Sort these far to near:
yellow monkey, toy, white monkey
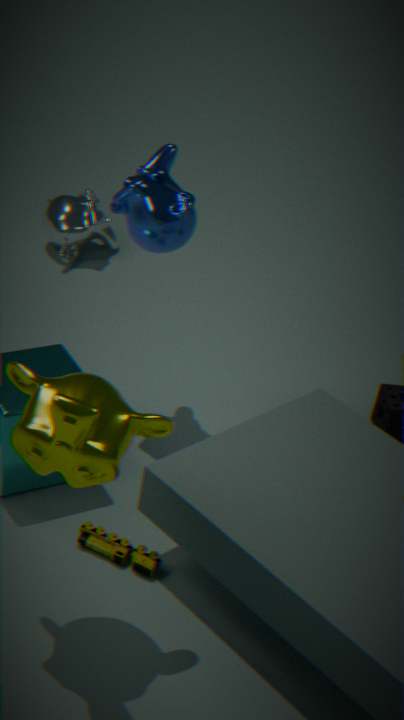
white monkey, toy, yellow monkey
